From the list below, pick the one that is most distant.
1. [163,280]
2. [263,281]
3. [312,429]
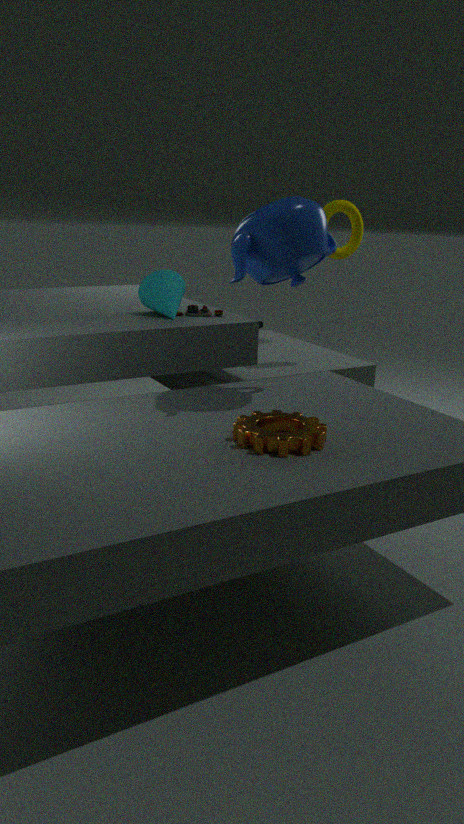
[163,280]
